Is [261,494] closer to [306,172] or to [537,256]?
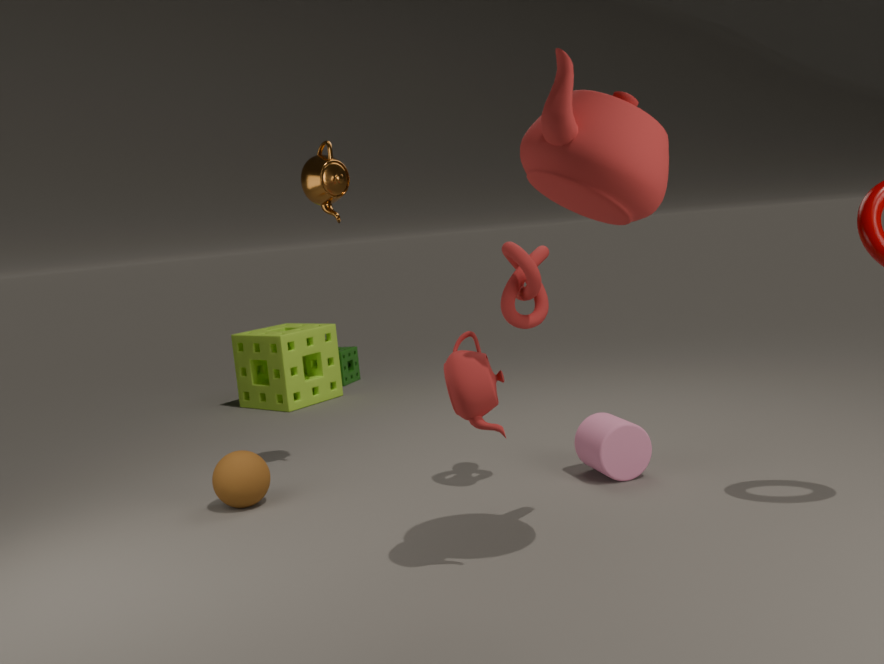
[306,172]
